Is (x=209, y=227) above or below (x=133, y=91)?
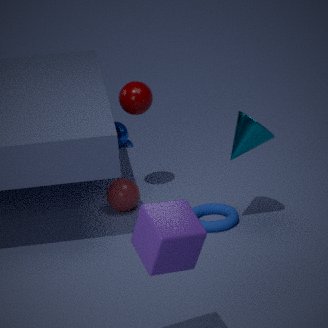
below
